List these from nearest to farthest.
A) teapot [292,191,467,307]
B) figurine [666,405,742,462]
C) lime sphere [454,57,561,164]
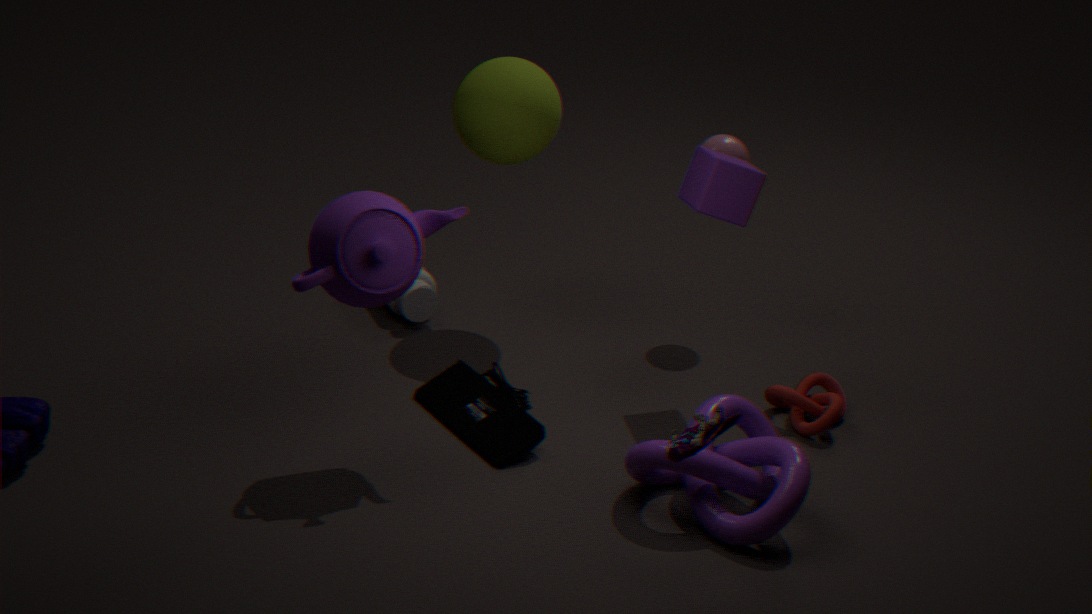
figurine [666,405,742,462], teapot [292,191,467,307], lime sphere [454,57,561,164]
